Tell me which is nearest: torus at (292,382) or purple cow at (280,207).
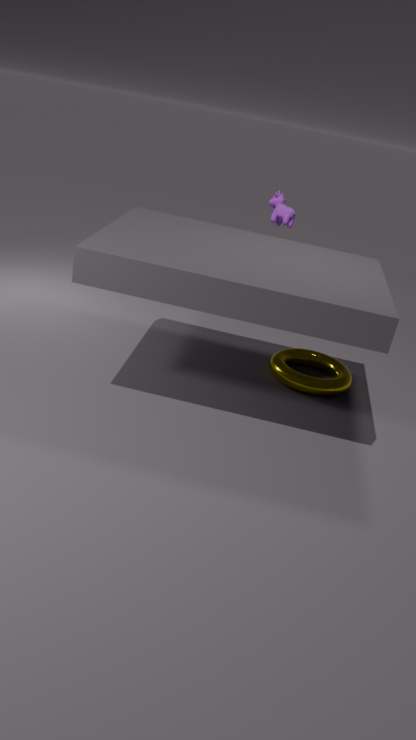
torus at (292,382)
